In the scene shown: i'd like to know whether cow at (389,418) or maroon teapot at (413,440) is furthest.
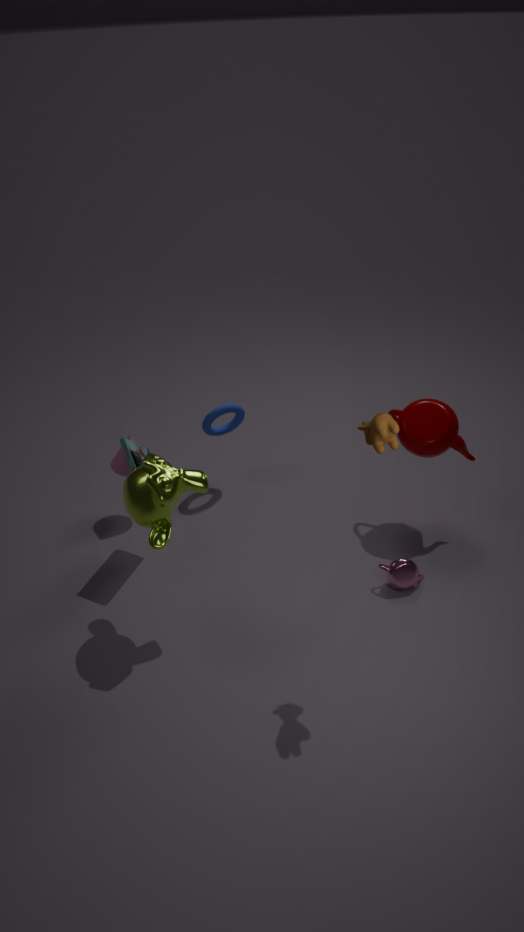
maroon teapot at (413,440)
